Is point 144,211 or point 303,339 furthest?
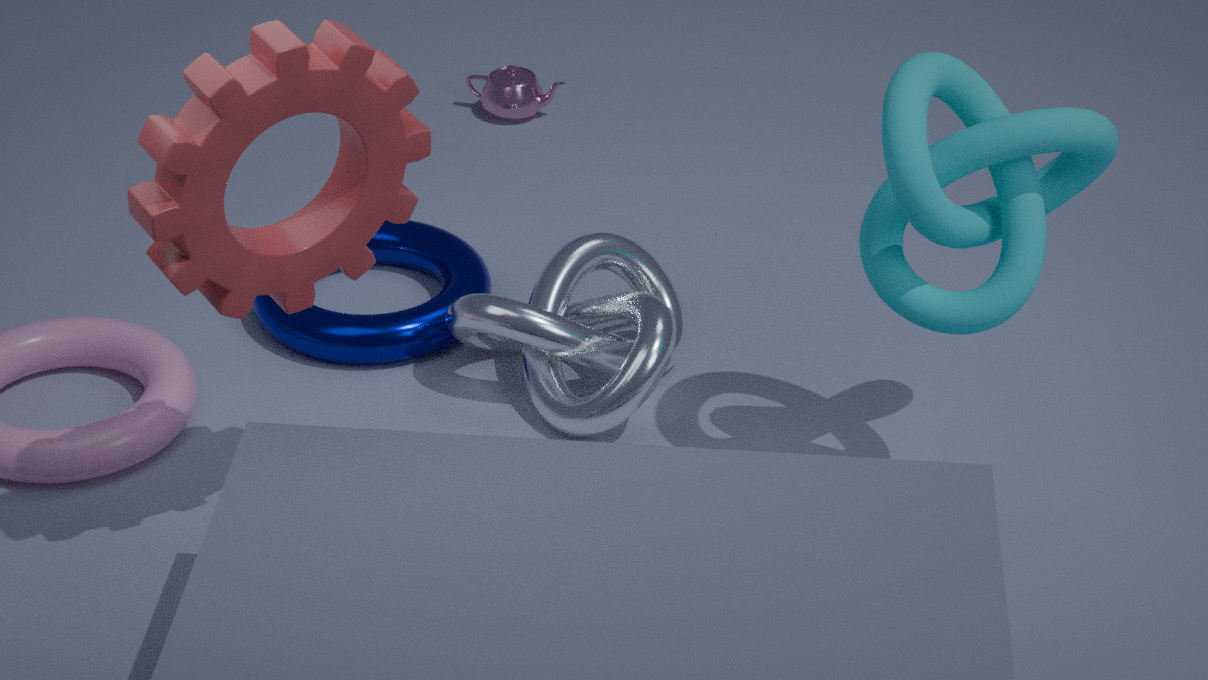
point 303,339
